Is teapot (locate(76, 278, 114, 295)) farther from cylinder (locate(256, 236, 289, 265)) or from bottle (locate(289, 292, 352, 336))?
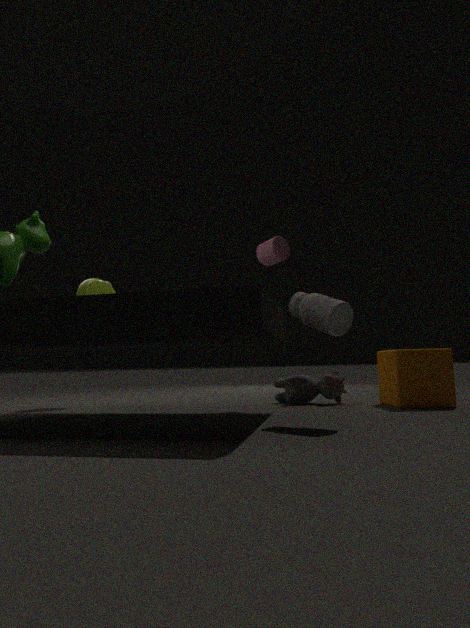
bottle (locate(289, 292, 352, 336))
